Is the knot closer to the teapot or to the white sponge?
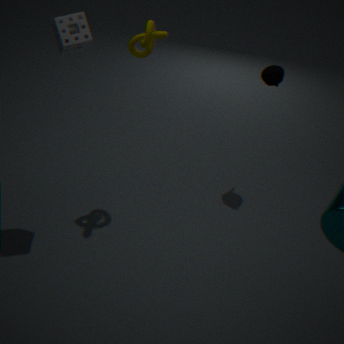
the white sponge
